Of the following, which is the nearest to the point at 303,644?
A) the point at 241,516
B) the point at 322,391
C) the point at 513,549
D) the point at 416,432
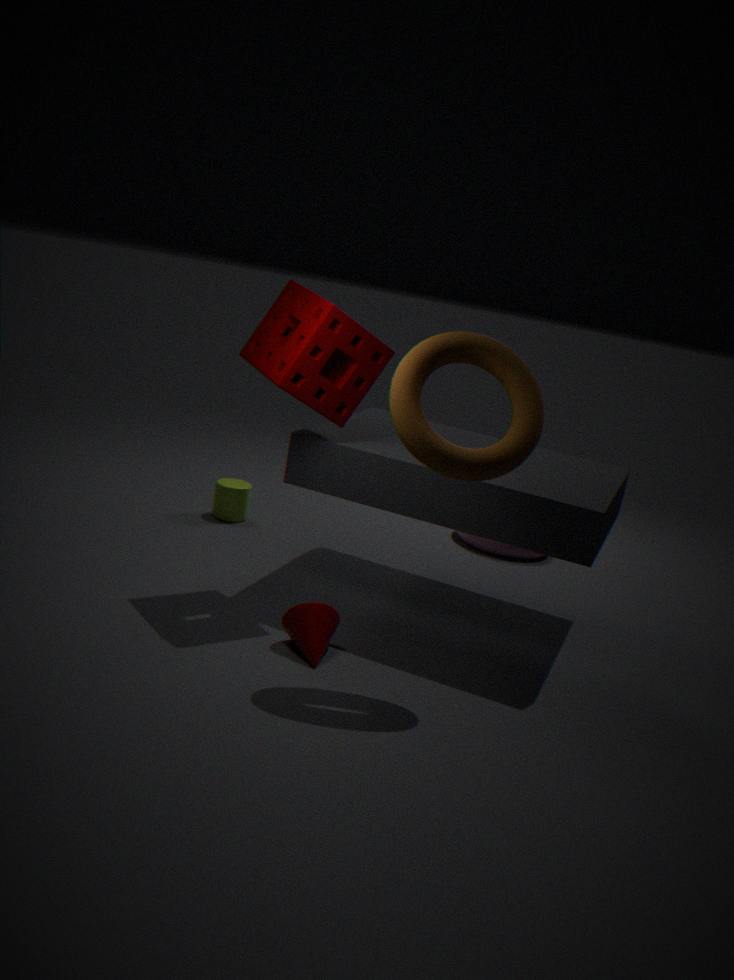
the point at 416,432
